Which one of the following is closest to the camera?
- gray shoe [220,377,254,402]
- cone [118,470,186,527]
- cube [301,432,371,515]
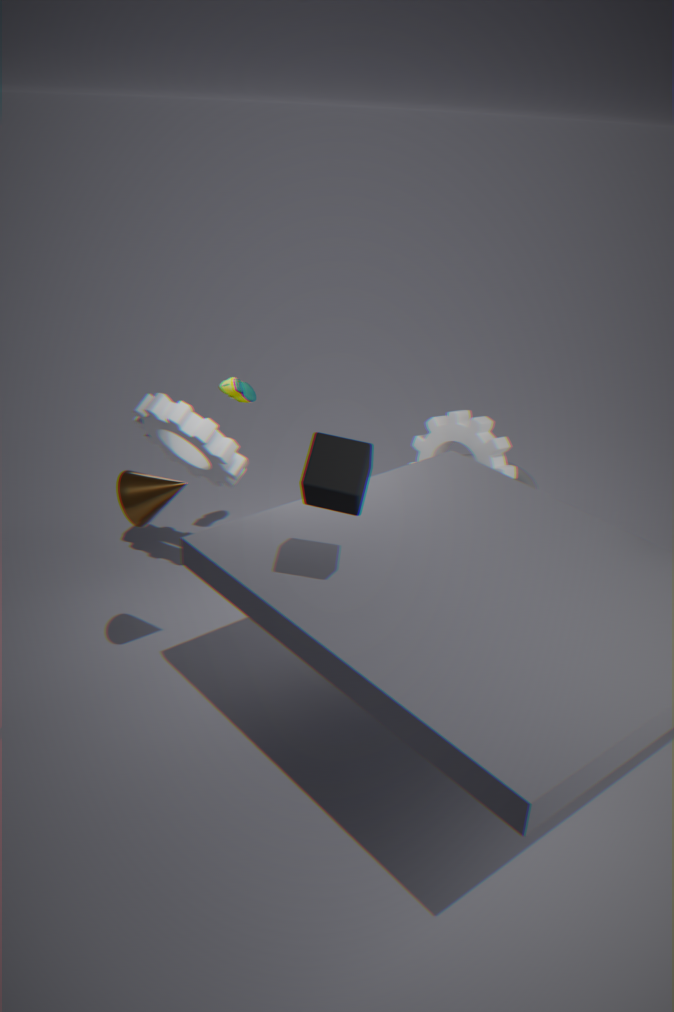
cube [301,432,371,515]
